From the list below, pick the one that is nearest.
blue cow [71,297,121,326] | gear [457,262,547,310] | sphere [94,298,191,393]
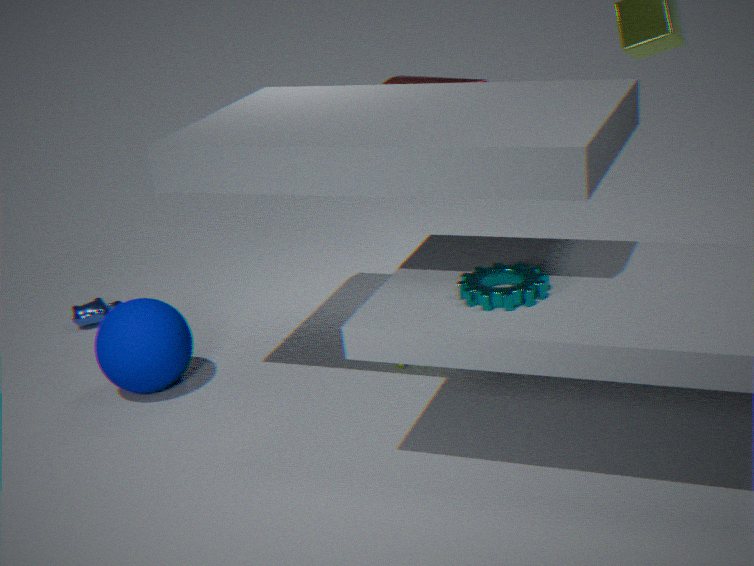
gear [457,262,547,310]
